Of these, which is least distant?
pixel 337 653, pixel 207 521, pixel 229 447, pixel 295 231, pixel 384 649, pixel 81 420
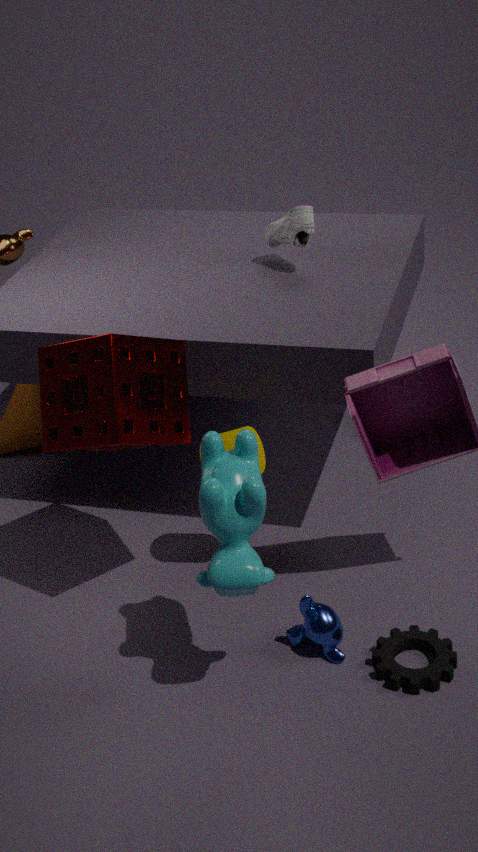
pixel 207 521
